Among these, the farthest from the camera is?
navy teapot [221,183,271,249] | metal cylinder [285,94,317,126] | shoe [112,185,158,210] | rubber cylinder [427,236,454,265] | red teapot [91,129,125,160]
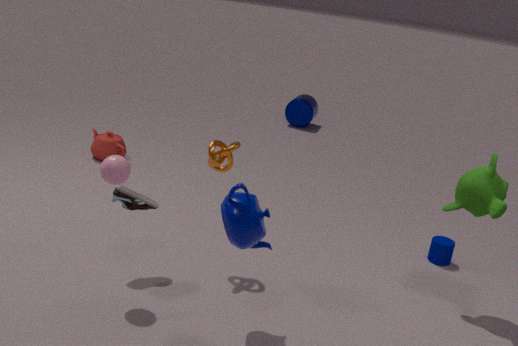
metal cylinder [285,94,317,126]
